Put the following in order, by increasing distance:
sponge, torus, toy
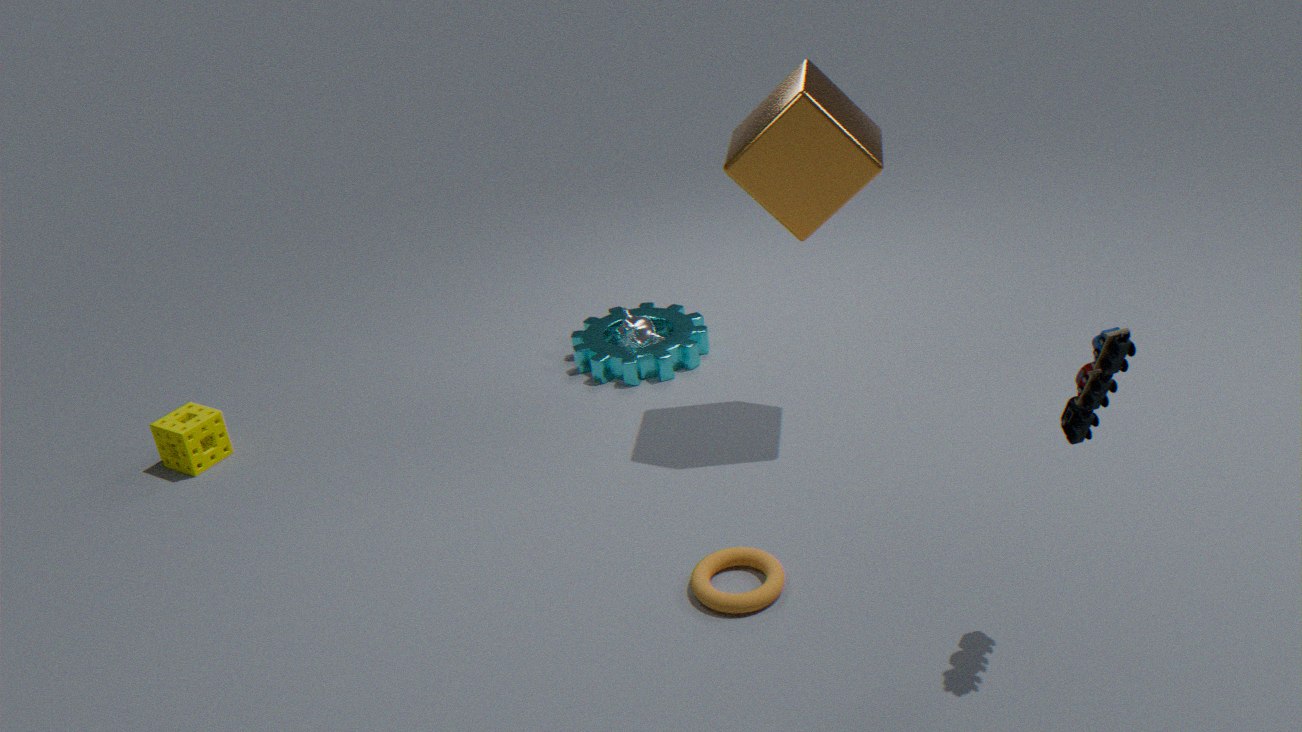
toy, torus, sponge
